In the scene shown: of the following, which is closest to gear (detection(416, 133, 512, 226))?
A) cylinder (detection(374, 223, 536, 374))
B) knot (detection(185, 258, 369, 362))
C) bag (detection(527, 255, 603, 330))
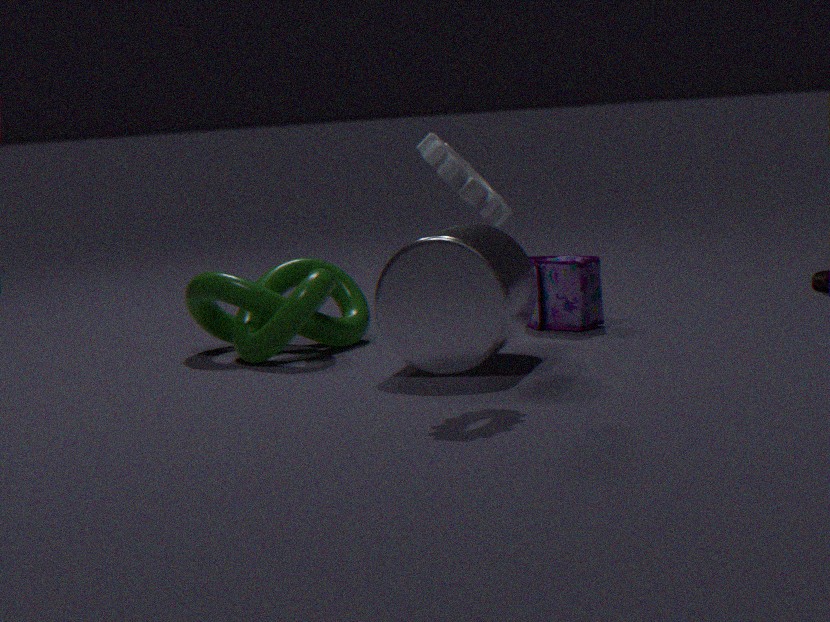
cylinder (detection(374, 223, 536, 374))
